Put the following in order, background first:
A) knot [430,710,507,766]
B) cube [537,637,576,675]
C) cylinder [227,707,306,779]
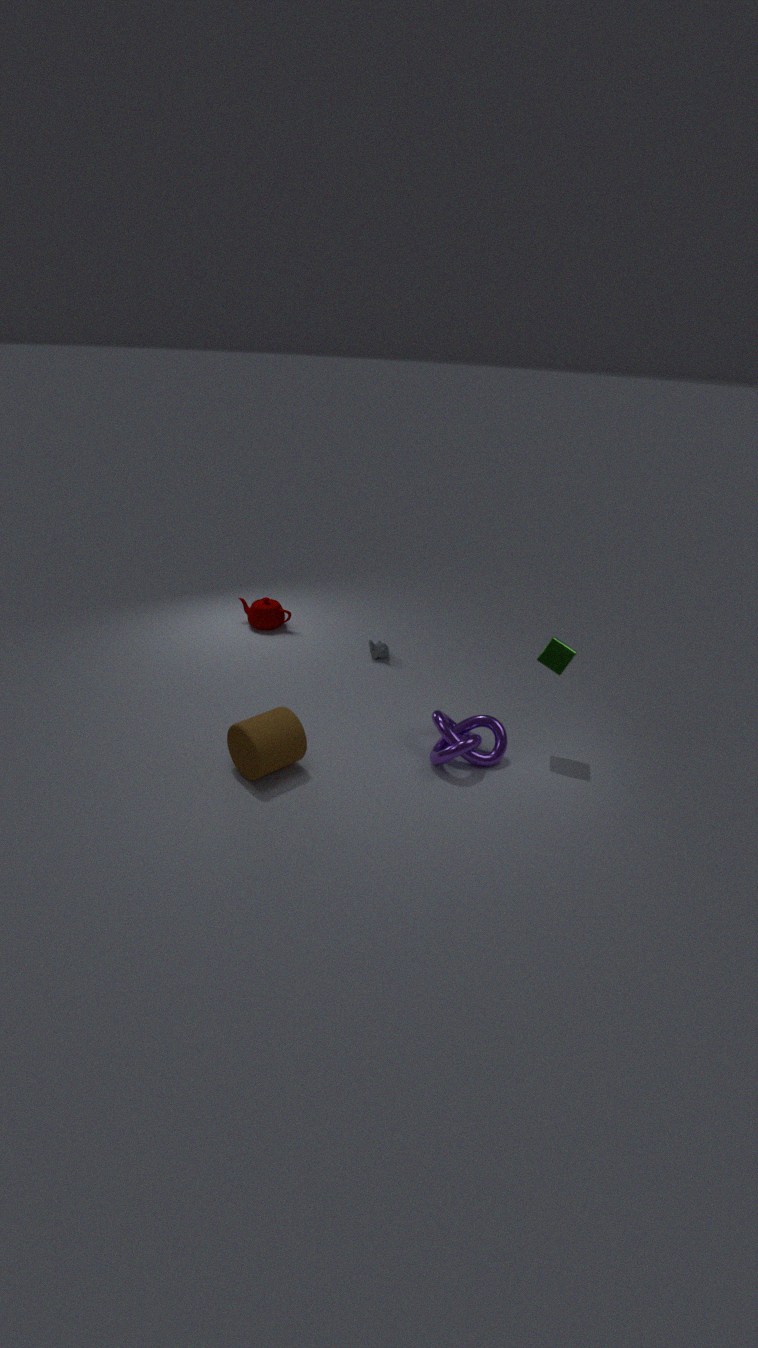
cube [537,637,576,675] < knot [430,710,507,766] < cylinder [227,707,306,779]
